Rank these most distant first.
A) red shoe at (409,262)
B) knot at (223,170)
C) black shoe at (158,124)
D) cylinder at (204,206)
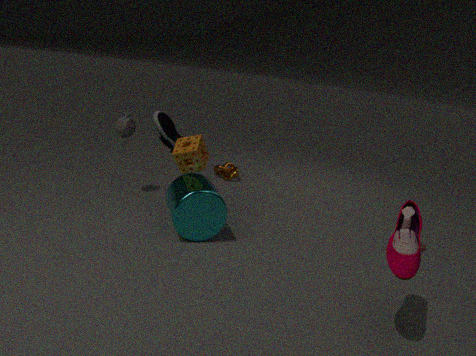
knot at (223,170), black shoe at (158,124), cylinder at (204,206), red shoe at (409,262)
